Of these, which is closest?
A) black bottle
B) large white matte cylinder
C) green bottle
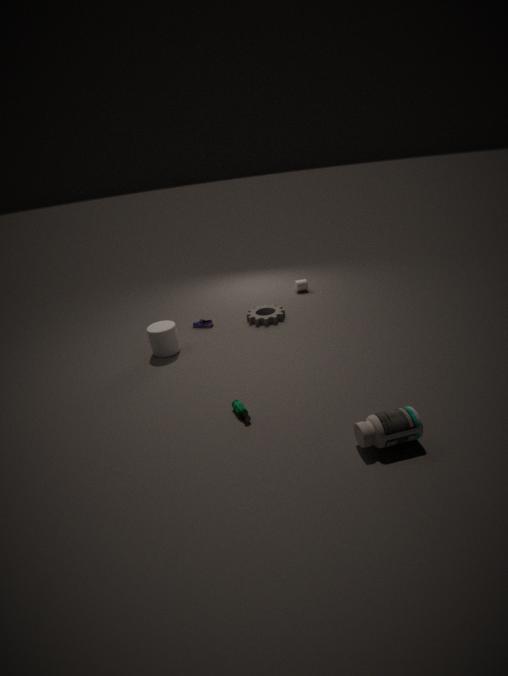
black bottle
